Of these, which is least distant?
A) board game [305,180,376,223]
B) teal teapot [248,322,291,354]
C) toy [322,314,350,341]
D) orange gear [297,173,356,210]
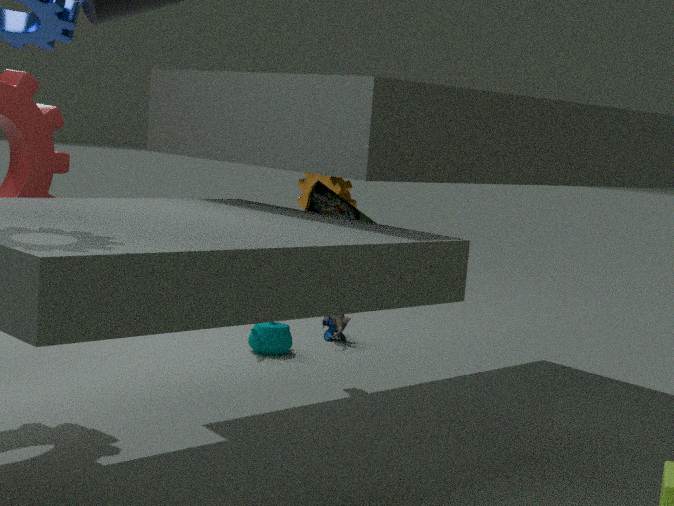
board game [305,180,376,223]
